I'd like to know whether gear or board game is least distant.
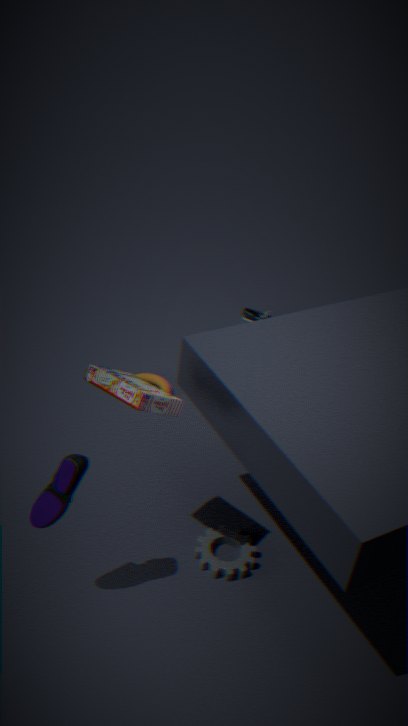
board game
